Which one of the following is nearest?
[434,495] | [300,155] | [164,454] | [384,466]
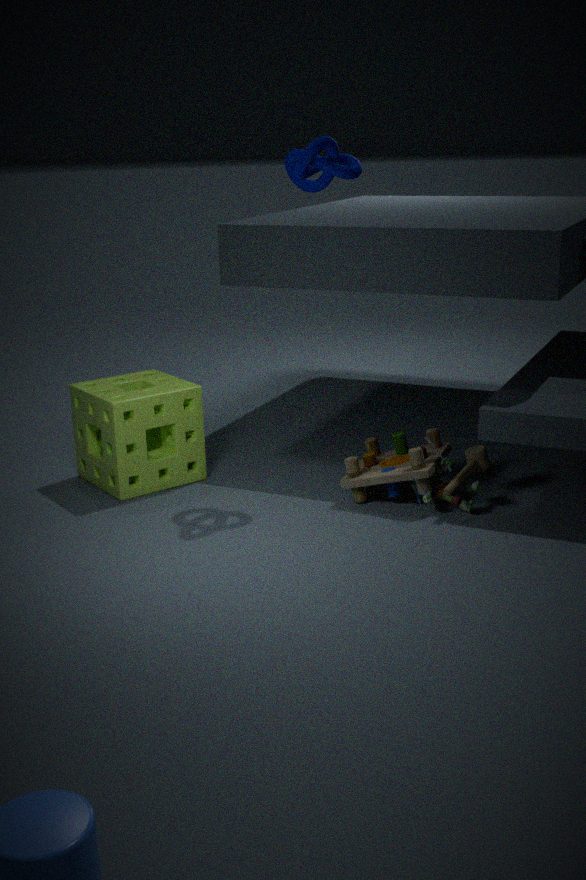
[300,155]
